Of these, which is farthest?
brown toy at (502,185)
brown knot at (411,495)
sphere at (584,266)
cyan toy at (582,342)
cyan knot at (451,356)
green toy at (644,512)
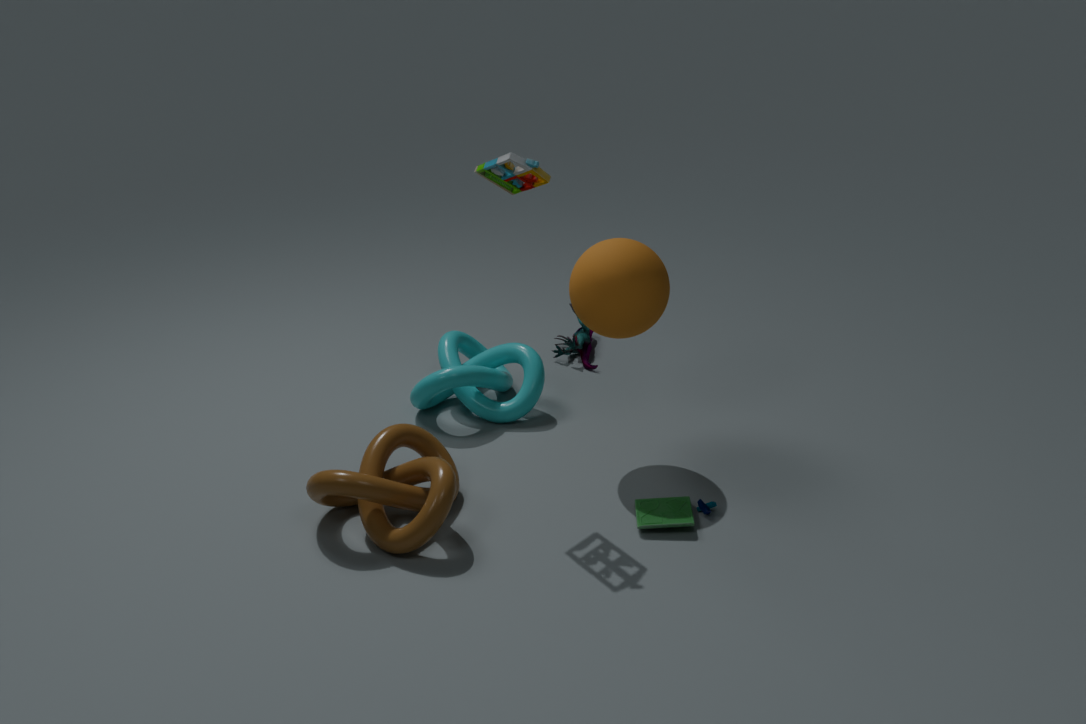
cyan toy at (582,342)
